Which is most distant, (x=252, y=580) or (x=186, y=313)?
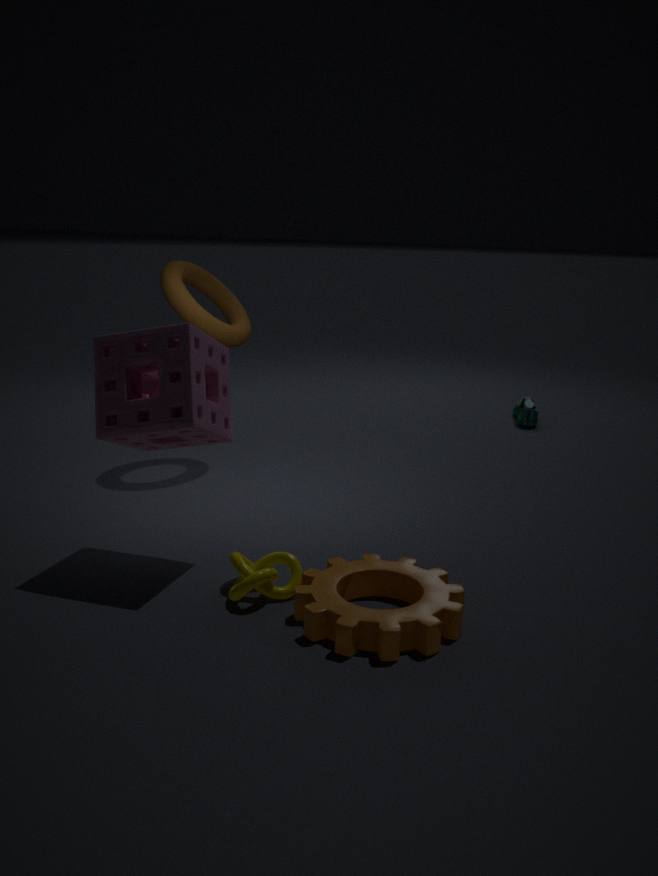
(x=186, y=313)
